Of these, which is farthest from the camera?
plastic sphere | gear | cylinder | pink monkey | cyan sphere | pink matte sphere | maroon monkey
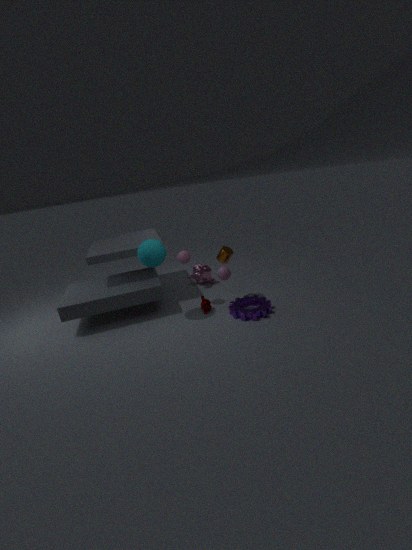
pink monkey
